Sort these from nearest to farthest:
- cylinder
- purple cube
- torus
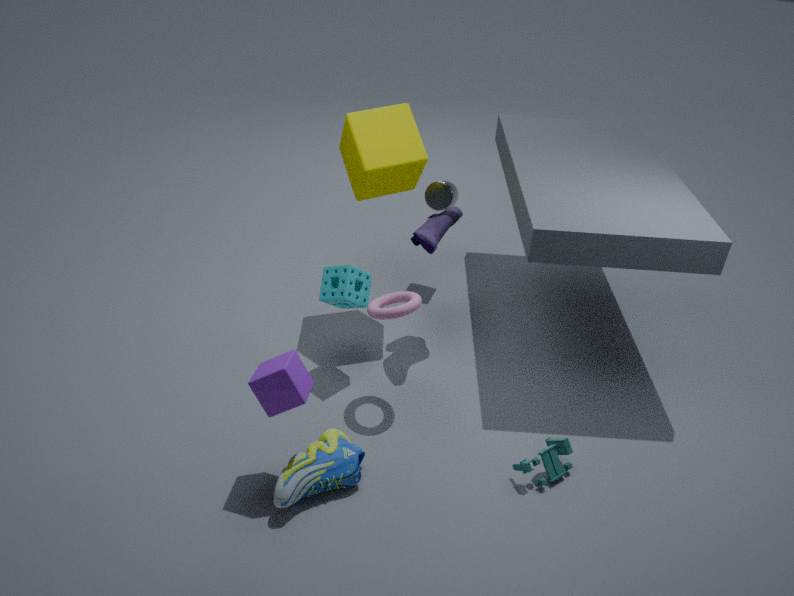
purple cube → torus → cylinder
